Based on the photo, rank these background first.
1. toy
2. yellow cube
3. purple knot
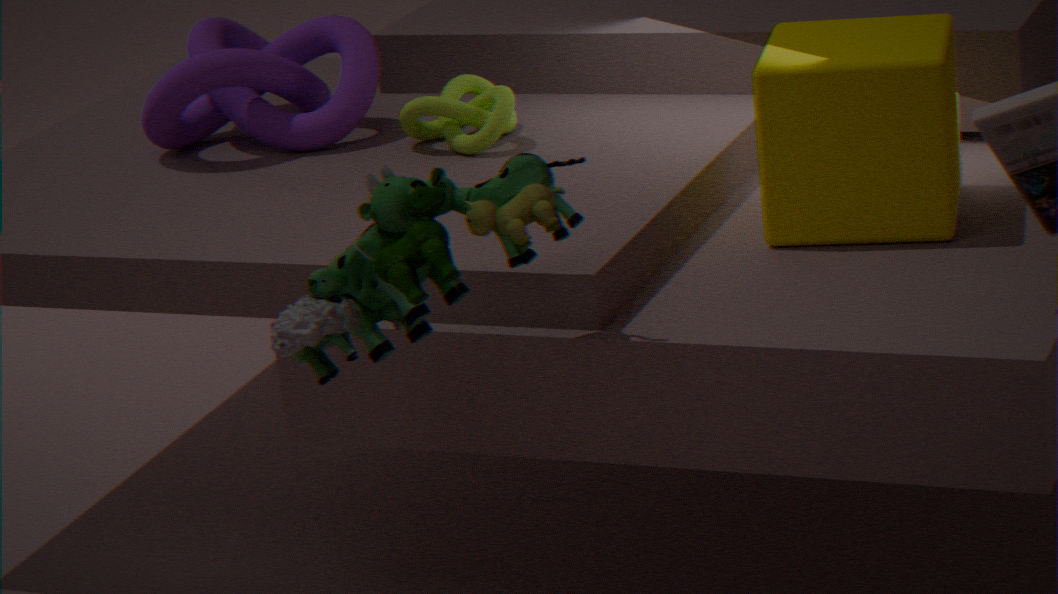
purple knot
yellow cube
toy
